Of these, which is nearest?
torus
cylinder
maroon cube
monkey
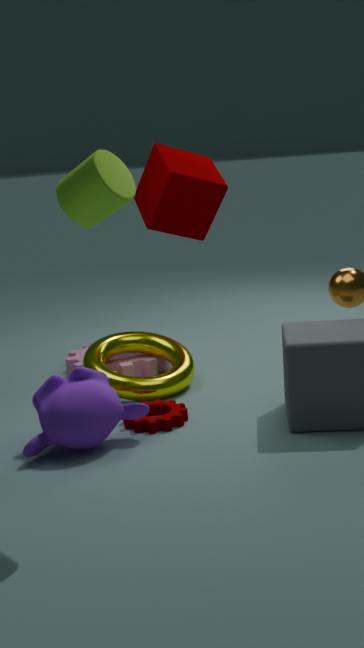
cylinder
